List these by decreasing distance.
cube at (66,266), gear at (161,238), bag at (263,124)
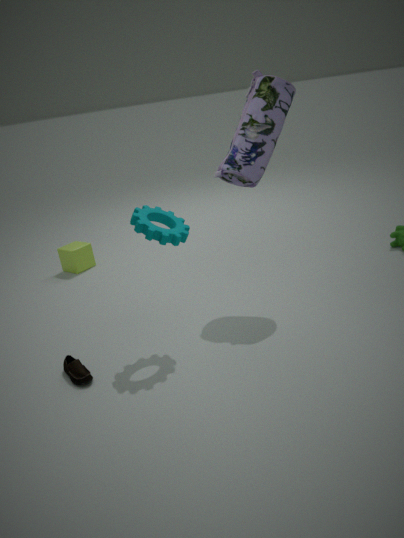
cube at (66,266), bag at (263,124), gear at (161,238)
